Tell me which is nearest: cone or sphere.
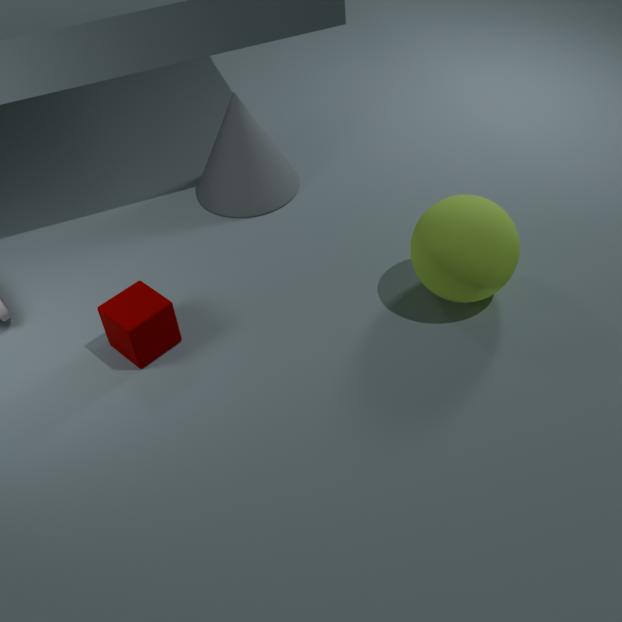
sphere
